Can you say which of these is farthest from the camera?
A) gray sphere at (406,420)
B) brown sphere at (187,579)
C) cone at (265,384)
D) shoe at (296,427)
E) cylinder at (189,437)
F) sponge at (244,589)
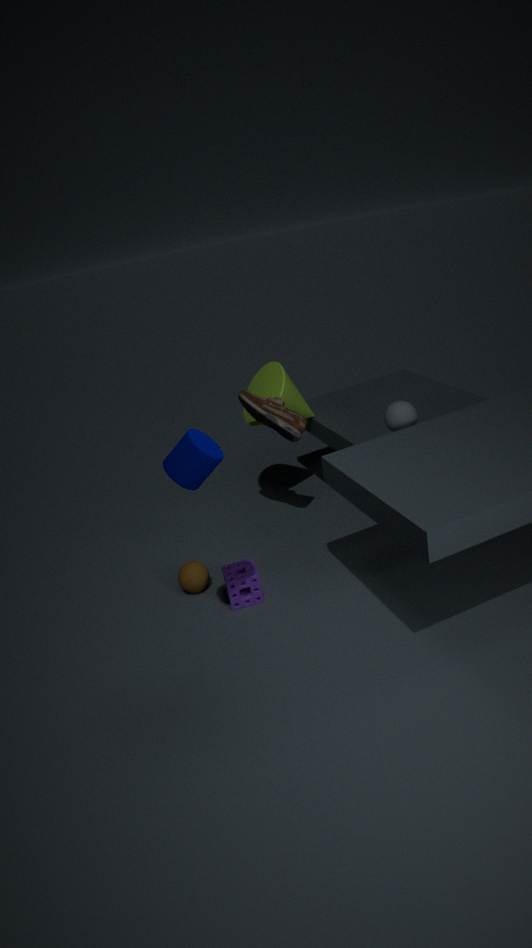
cone at (265,384)
